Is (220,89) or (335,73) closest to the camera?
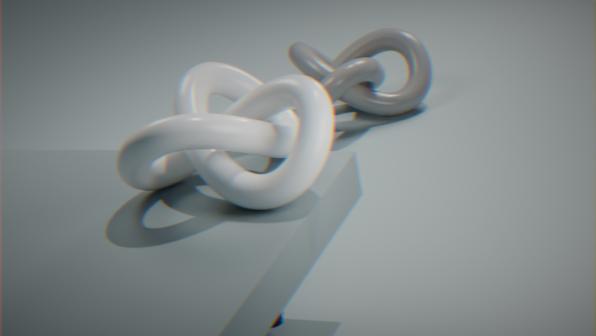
(220,89)
